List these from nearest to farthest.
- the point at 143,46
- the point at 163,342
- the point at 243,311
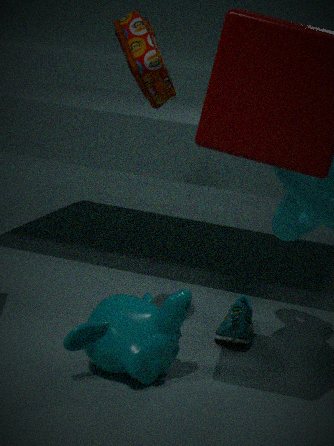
the point at 143,46, the point at 163,342, the point at 243,311
